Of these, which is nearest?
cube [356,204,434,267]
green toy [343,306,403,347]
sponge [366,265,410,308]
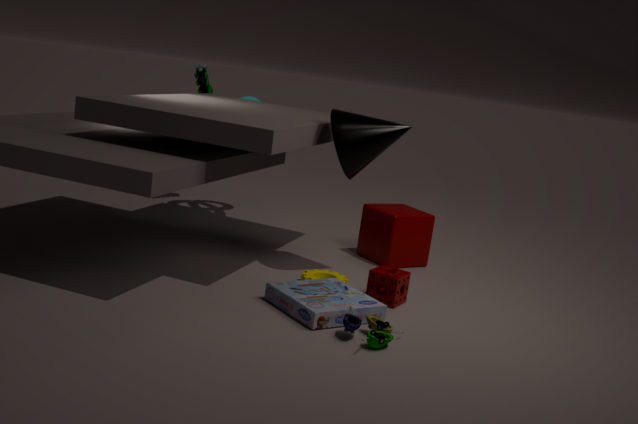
green toy [343,306,403,347]
